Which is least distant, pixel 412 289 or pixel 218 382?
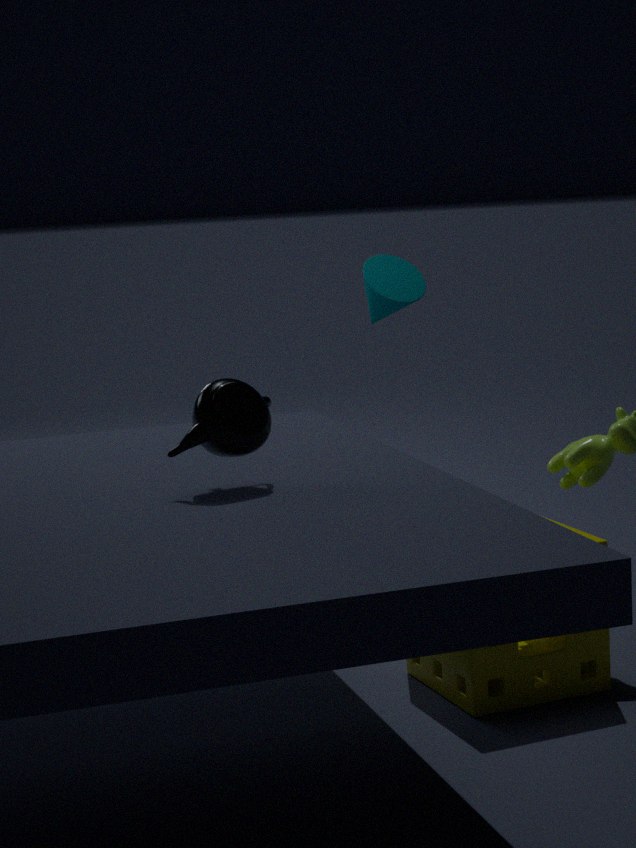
pixel 218 382
